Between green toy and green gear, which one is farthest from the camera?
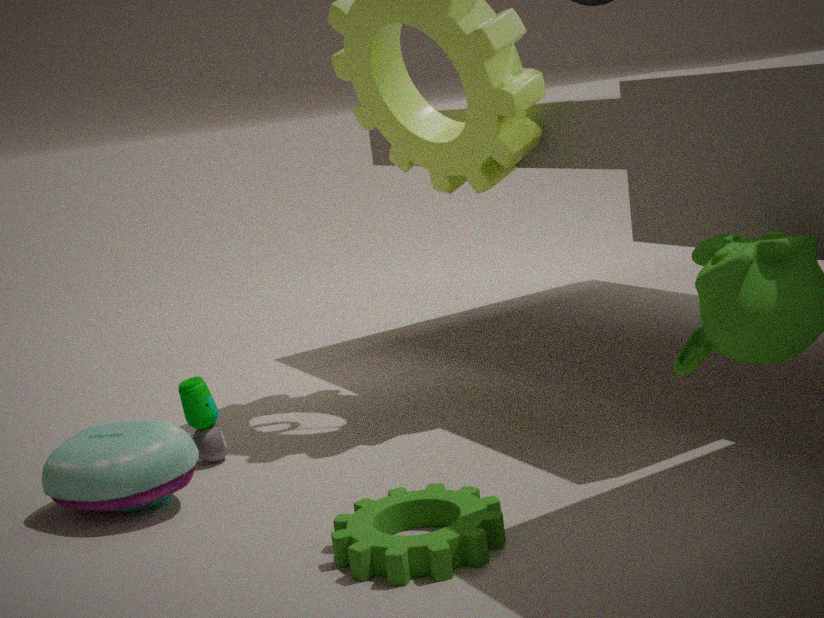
green toy
